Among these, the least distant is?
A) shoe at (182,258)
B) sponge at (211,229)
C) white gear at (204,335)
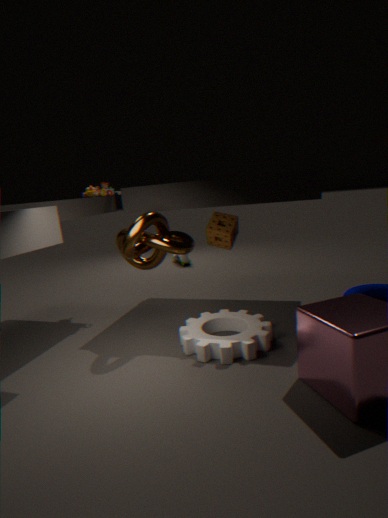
white gear at (204,335)
